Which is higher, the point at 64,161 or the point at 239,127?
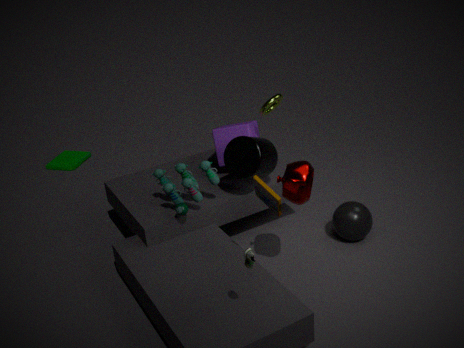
the point at 239,127
